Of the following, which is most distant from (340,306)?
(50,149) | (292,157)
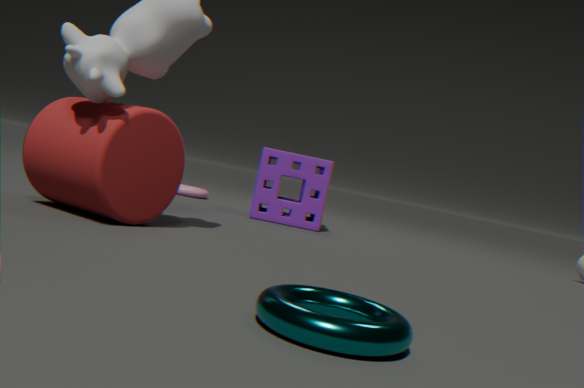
(292,157)
